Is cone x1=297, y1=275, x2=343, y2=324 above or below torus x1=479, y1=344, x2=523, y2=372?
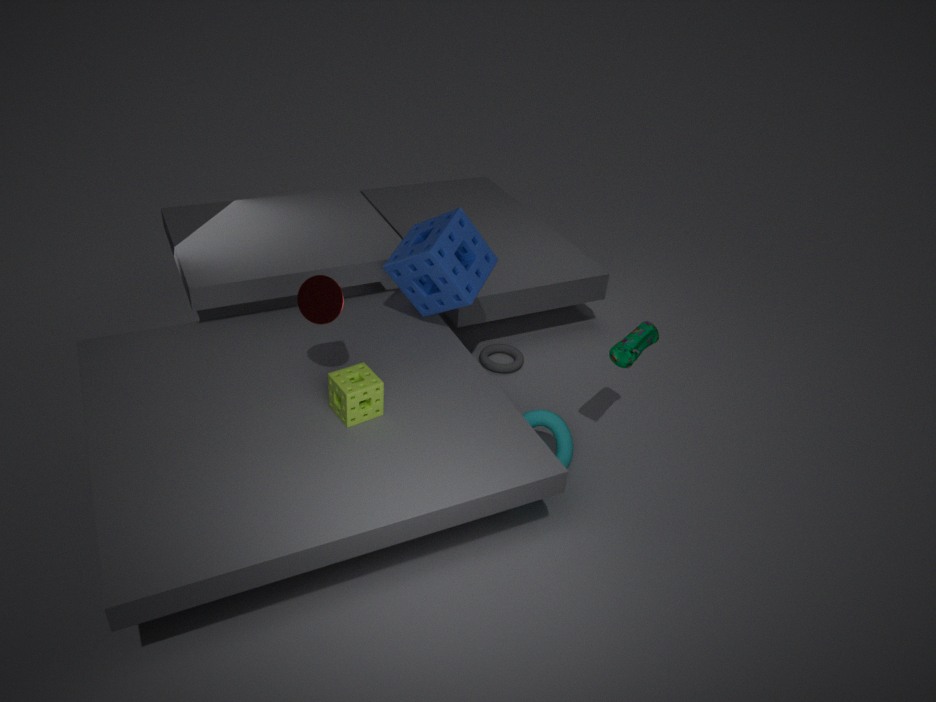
above
